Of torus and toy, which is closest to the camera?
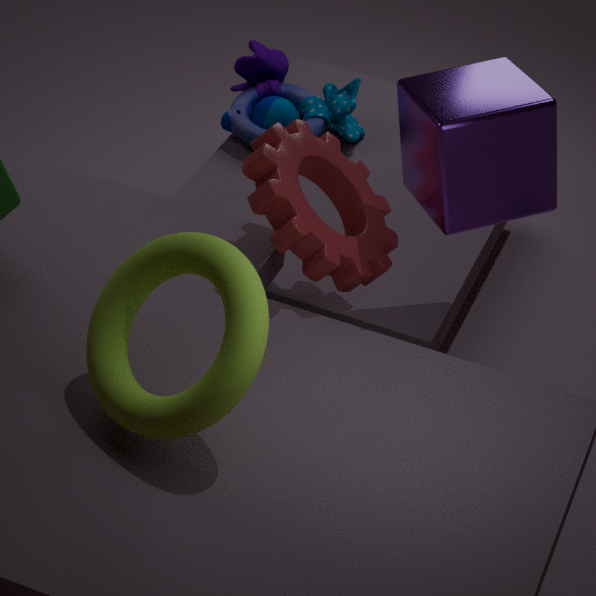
torus
